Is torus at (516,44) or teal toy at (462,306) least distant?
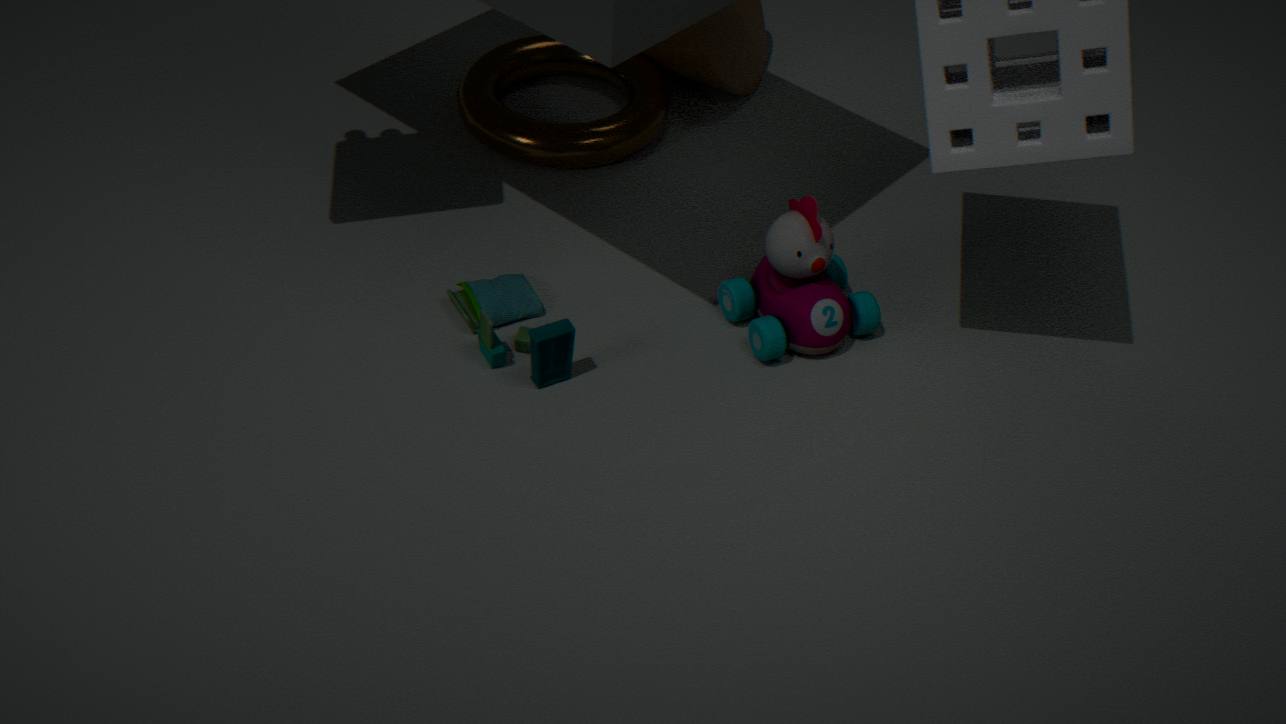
teal toy at (462,306)
